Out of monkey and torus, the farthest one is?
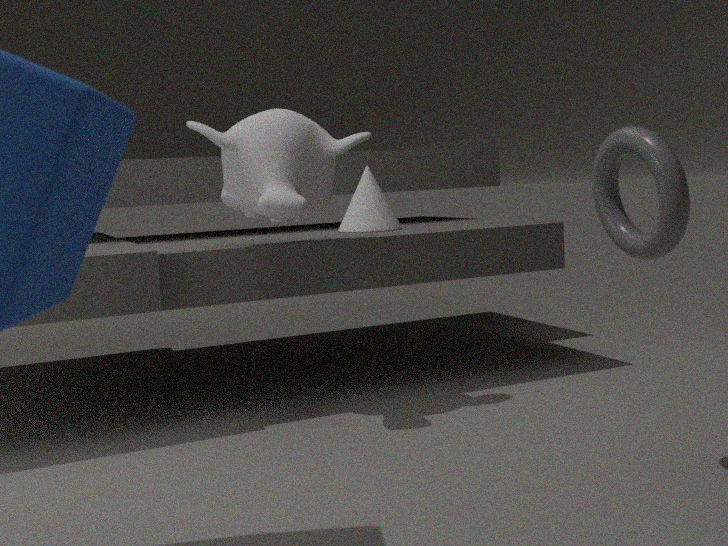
monkey
